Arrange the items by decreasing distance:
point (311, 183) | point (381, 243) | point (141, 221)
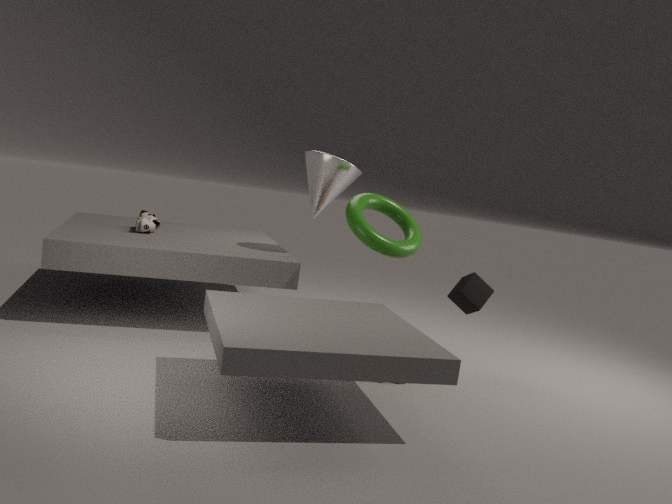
point (141, 221) → point (311, 183) → point (381, 243)
